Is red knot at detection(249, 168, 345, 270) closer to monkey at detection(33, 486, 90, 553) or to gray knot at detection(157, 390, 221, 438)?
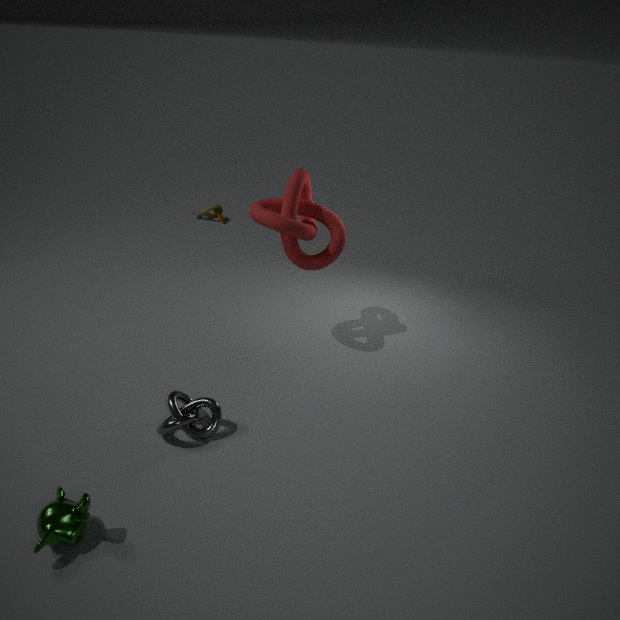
gray knot at detection(157, 390, 221, 438)
